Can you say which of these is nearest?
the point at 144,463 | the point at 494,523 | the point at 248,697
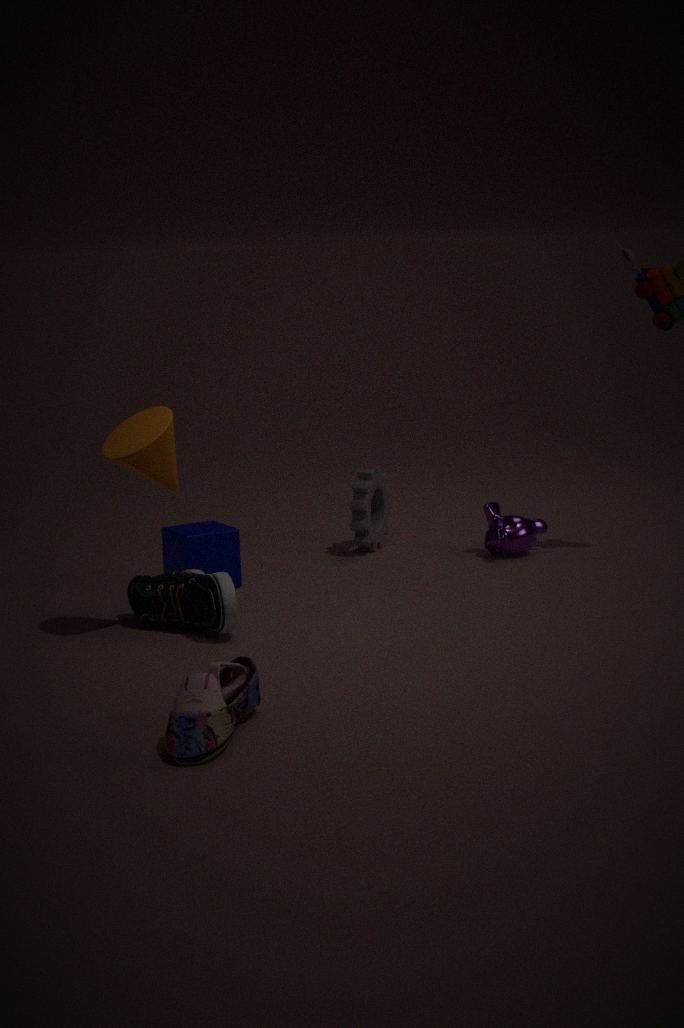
the point at 248,697
